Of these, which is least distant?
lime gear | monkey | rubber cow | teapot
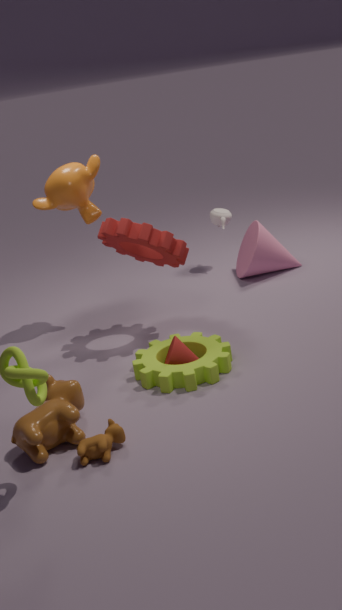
rubber cow
